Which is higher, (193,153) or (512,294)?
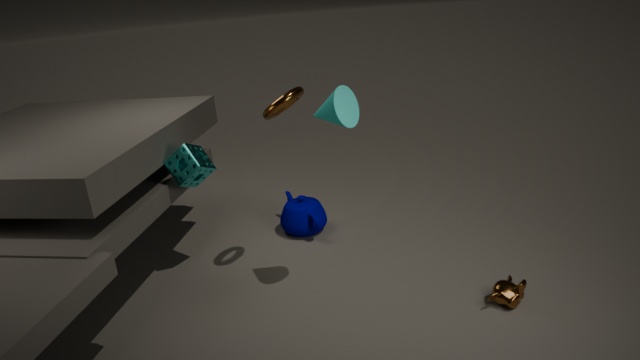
(193,153)
